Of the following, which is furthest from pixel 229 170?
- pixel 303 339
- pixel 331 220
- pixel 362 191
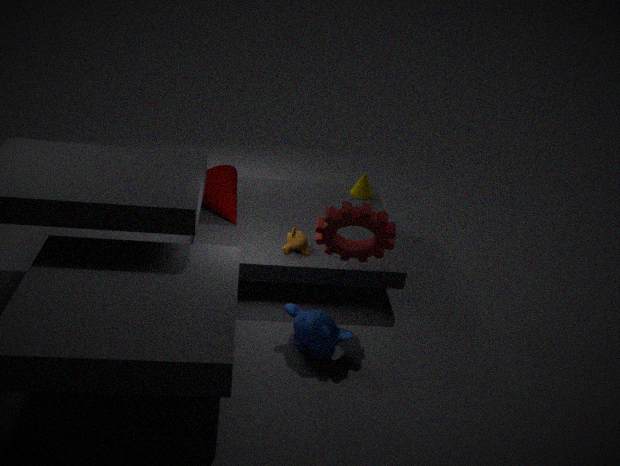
pixel 303 339
